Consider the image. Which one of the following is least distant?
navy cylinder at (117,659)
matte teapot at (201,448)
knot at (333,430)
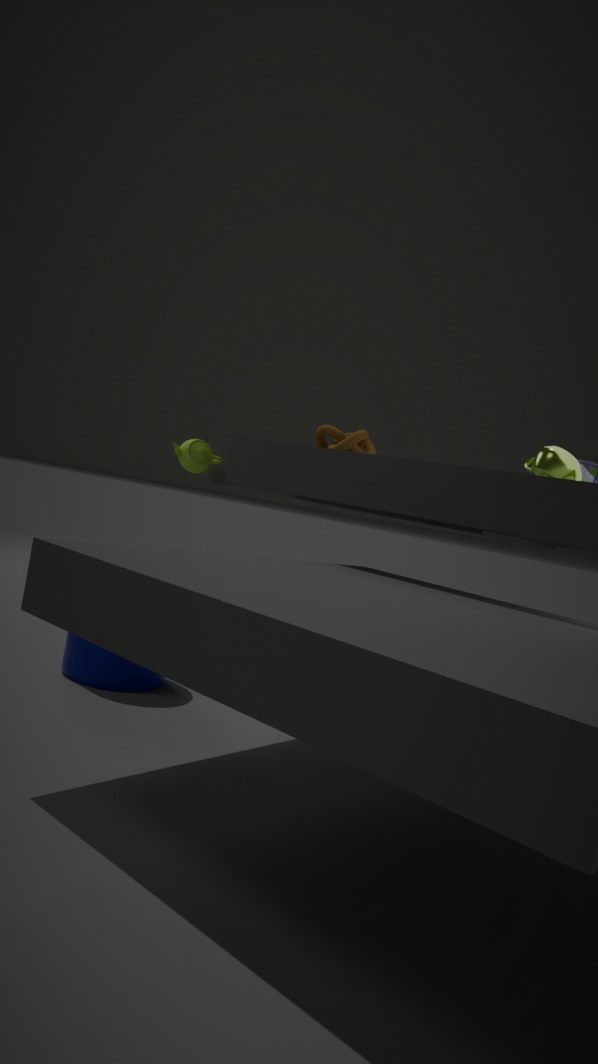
navy cylinder at (117,659)
